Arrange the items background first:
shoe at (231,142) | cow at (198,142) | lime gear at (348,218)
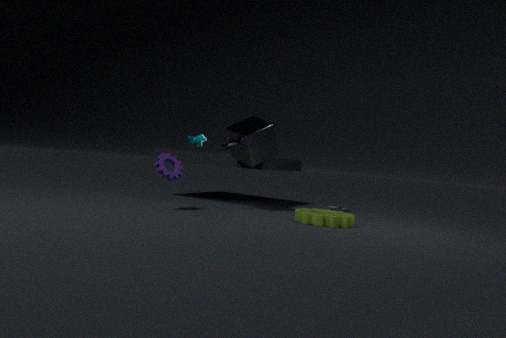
1. cow at (198,142)
2. shoe at (231,142)
3. lime gear at (348,218)
